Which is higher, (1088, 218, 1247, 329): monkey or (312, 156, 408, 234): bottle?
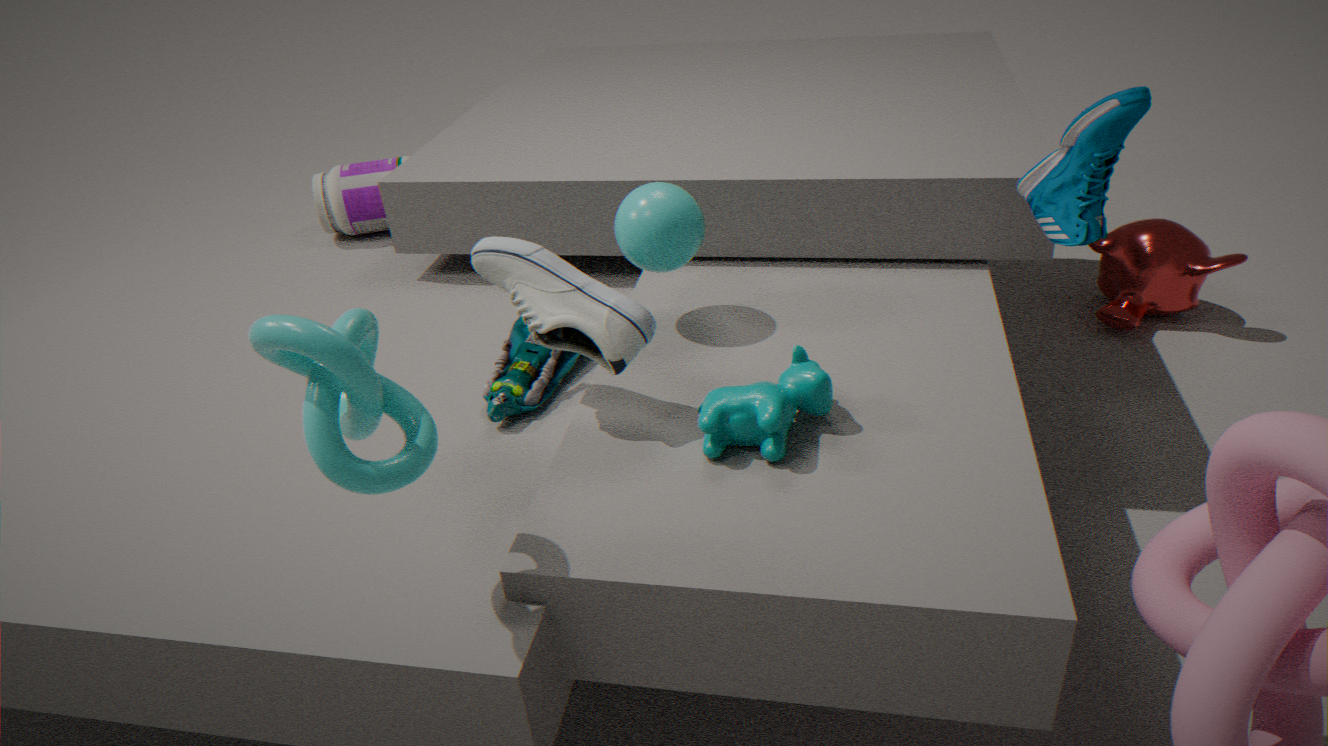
(312, 156, 408, 234): bottle
